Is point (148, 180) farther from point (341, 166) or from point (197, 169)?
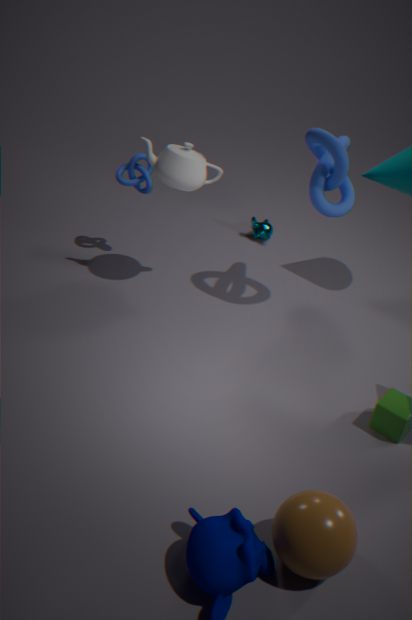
point (341, 166)
